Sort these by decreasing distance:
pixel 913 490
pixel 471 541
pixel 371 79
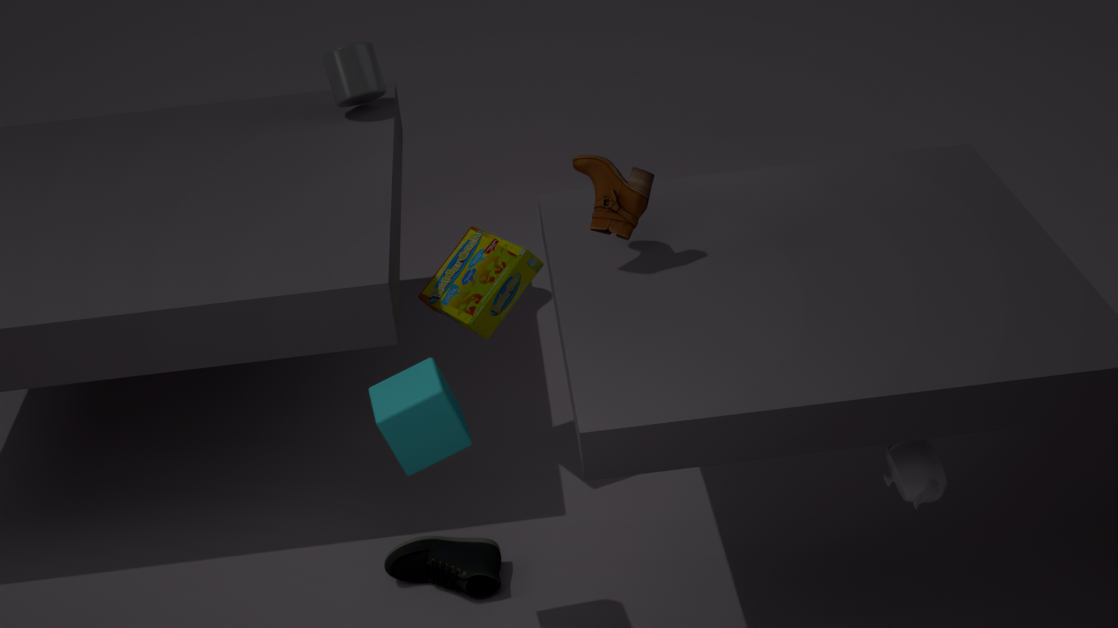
pixel 371 79 < pixel 471 541 < pixel 913 490
